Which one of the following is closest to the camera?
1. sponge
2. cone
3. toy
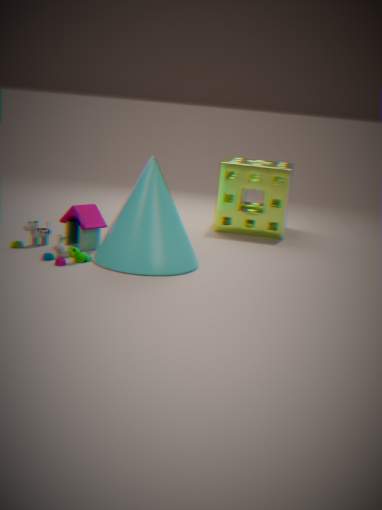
cone
